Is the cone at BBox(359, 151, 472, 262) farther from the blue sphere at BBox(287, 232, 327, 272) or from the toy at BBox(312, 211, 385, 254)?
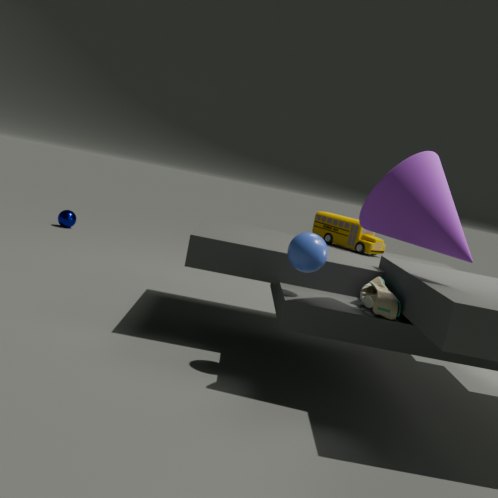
the toy at BBox(312, 211, 385, 254)
